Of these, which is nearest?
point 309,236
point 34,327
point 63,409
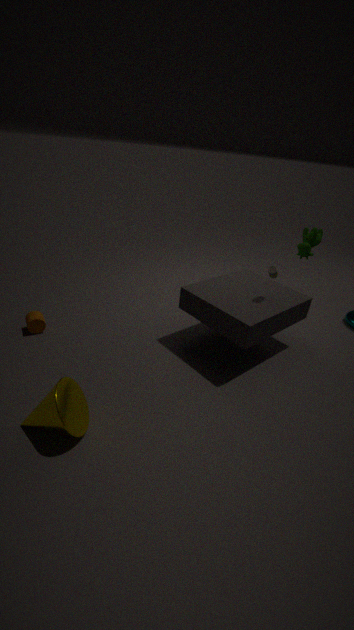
point 63,409
